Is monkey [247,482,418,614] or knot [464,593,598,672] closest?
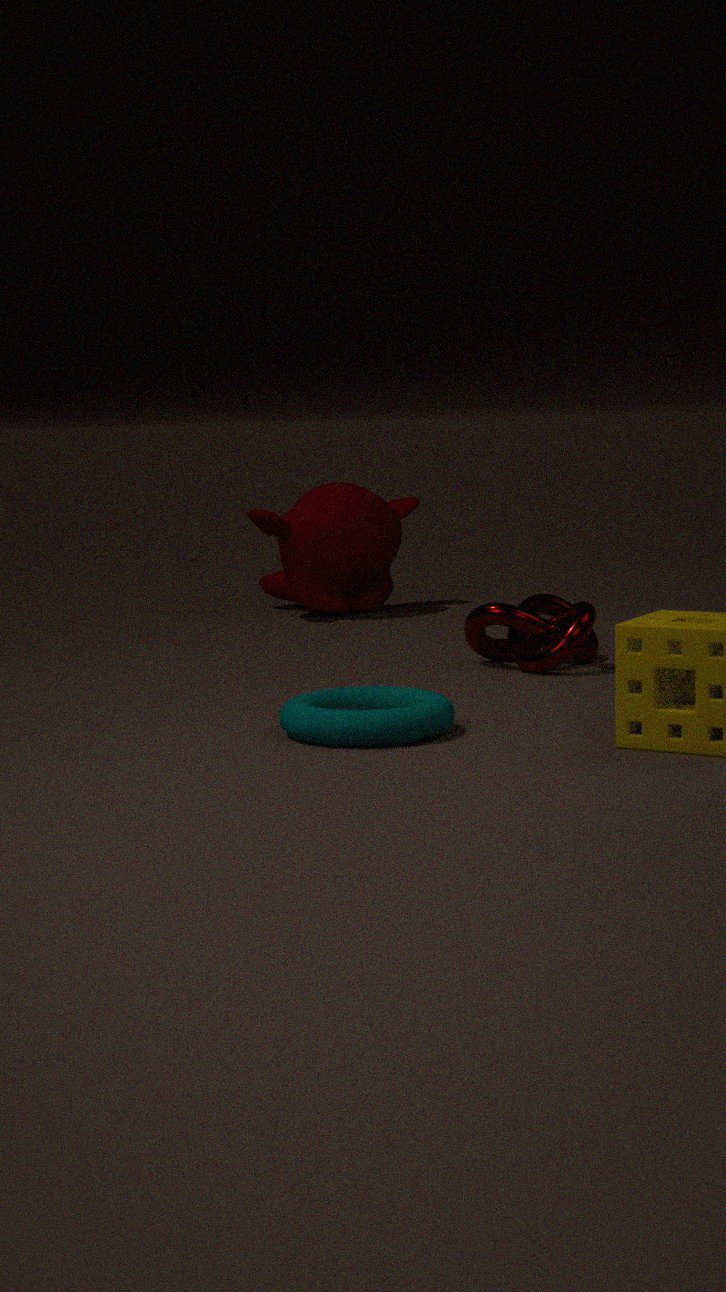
knot [464,593,598,672]
